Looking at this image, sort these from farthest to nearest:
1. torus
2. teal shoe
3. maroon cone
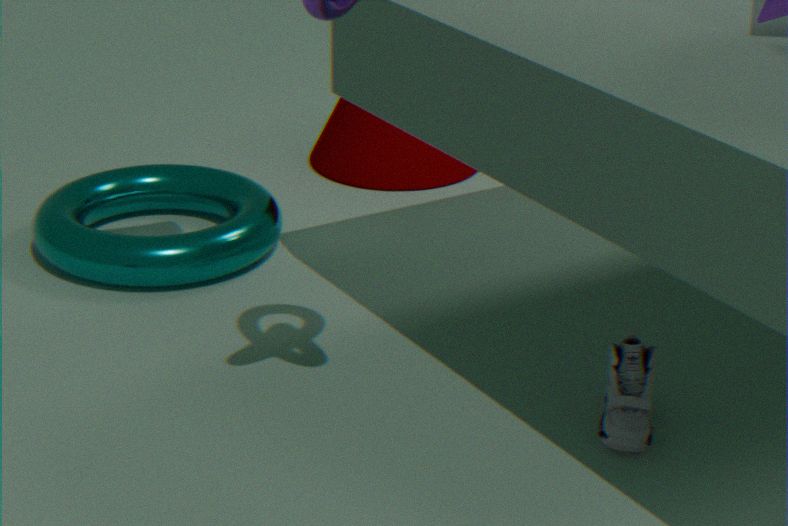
maroon cone
torus
teal shoe
